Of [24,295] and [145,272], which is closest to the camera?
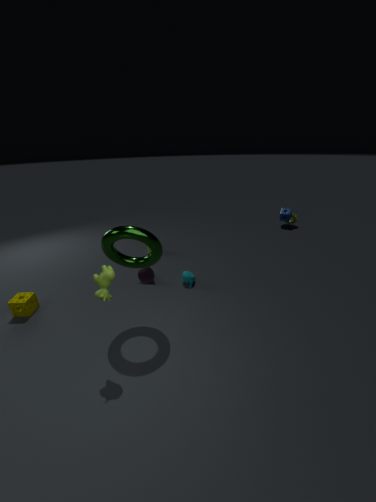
[24,295]
